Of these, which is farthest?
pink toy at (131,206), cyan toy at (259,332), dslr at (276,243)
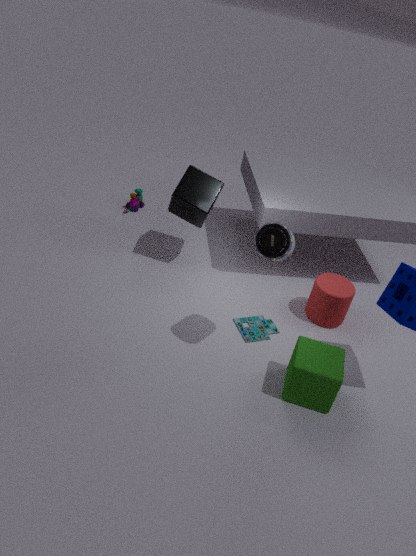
pink toy at (131,206)
